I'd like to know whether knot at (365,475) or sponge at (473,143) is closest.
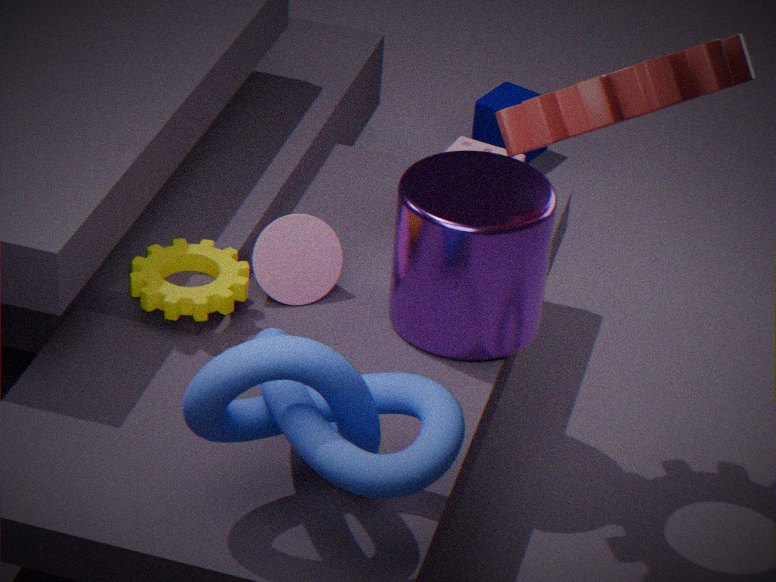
knot at (365,475)
